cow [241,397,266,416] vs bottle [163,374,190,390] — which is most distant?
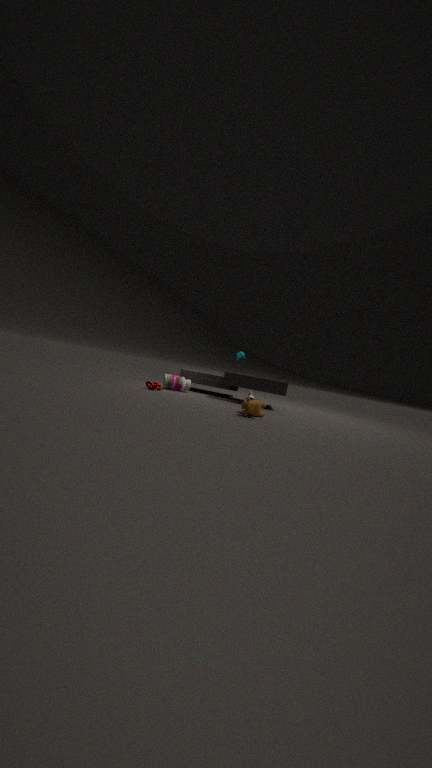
bottle [163,374,190,390]
